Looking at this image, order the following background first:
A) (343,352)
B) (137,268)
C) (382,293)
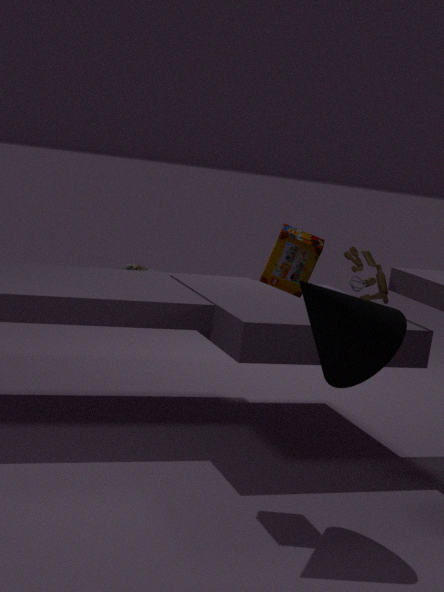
(137,268)
(382,293)
(343,352)
